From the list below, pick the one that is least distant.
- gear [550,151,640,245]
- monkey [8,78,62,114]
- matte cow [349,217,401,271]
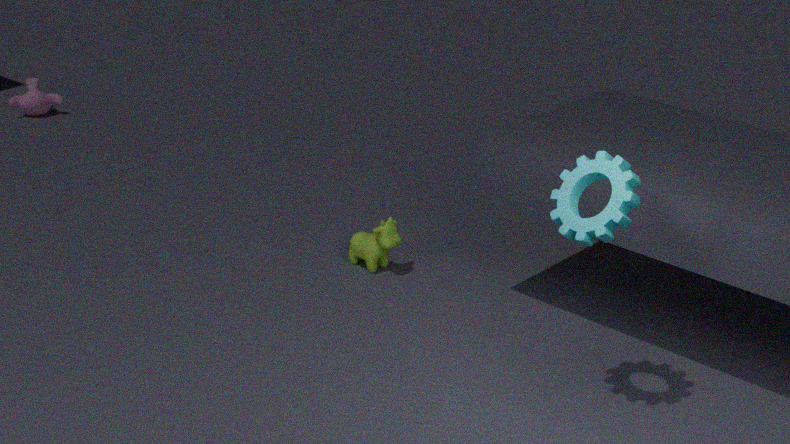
gear [550,151,640,245]
